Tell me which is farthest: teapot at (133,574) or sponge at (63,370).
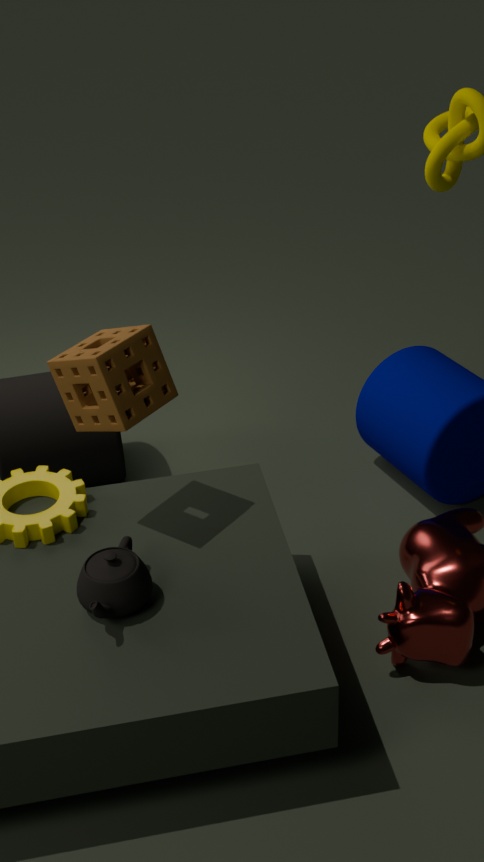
sponge at (63,370)
